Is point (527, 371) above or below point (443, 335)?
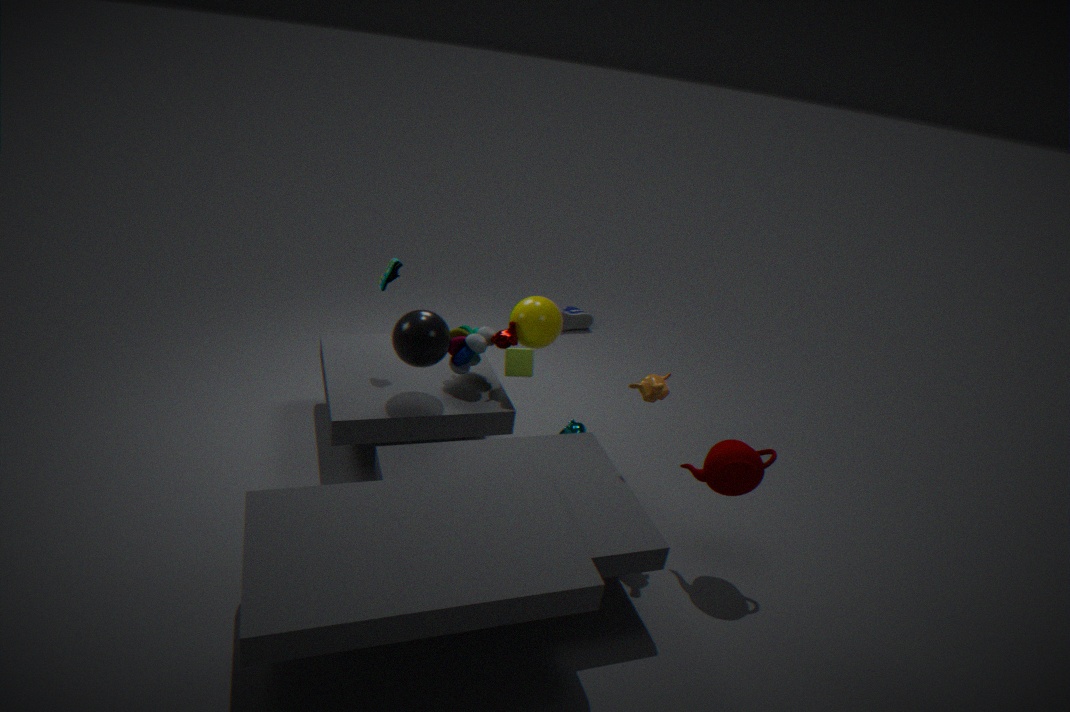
below
